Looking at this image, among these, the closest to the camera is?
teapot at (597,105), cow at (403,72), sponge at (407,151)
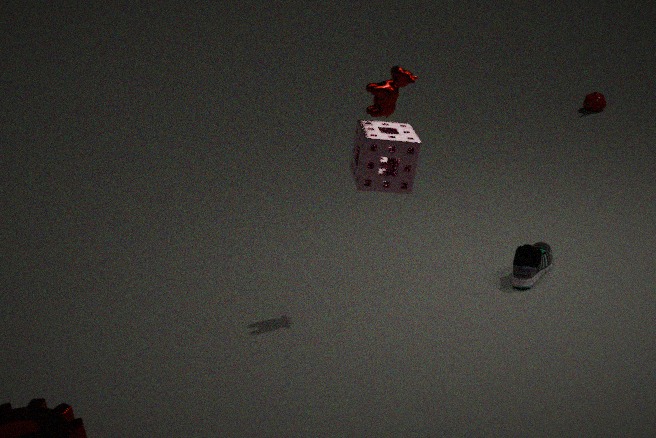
sponge at (407,151)
